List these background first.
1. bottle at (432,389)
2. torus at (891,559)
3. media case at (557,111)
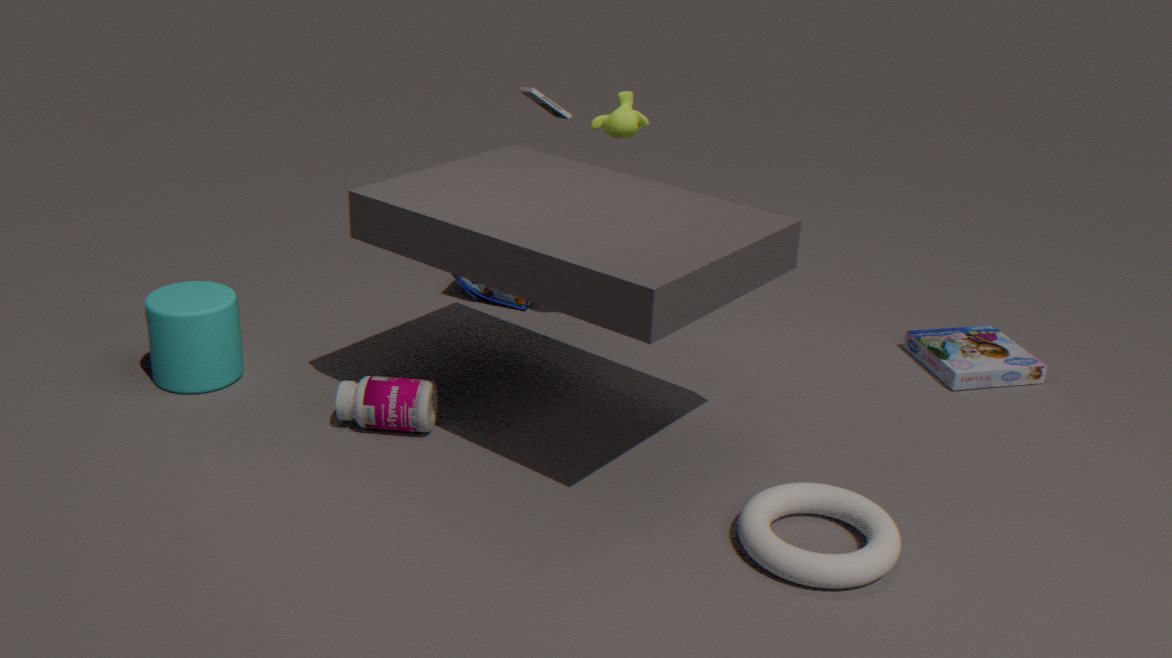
media case at (557,111)
bottle at (432,389)
torus at (891,559)
